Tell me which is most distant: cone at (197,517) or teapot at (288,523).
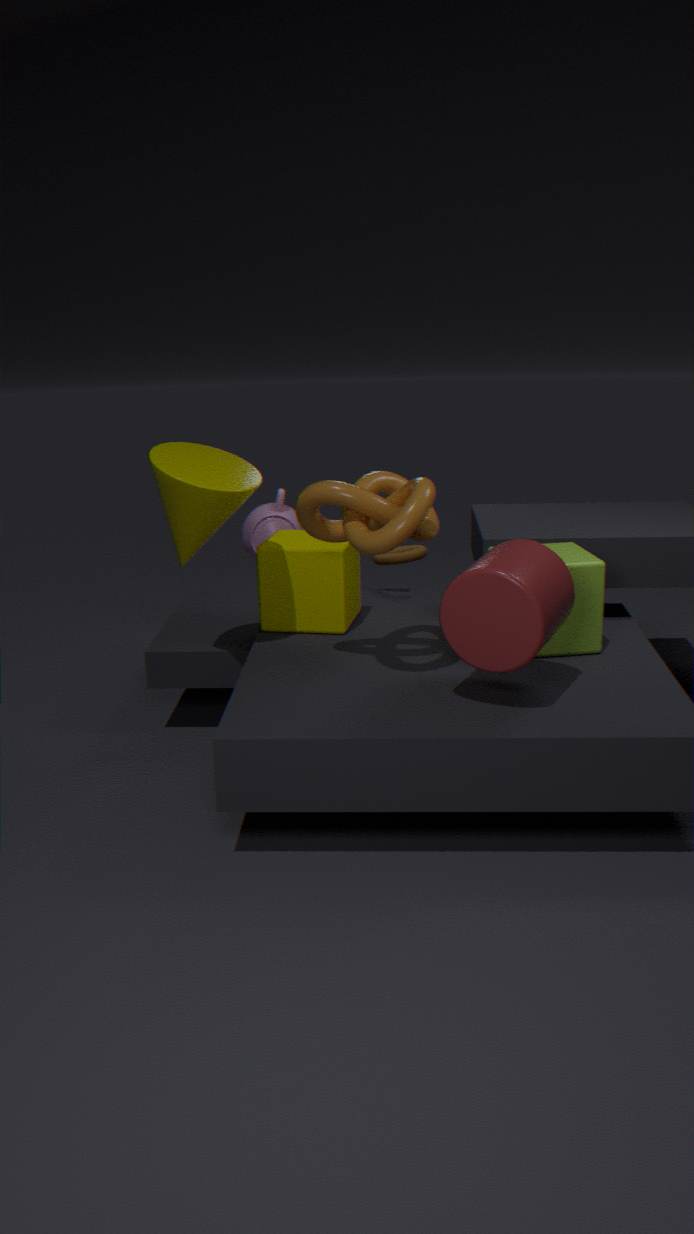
teapot at (288,523)
